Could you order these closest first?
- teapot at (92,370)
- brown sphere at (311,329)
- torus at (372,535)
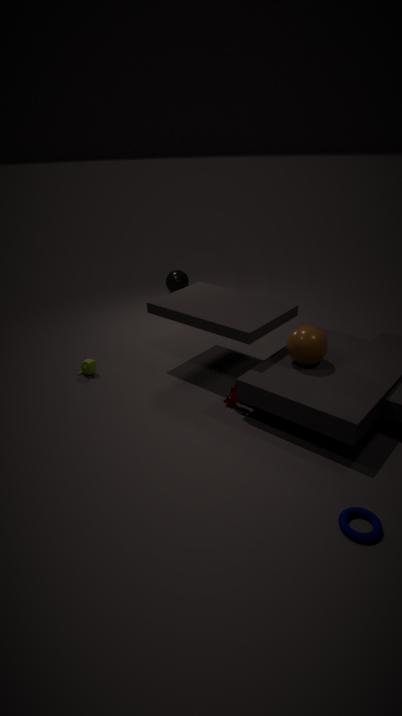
torus at (372,535), brown sphere at (311,329), teapot at (92,370)
